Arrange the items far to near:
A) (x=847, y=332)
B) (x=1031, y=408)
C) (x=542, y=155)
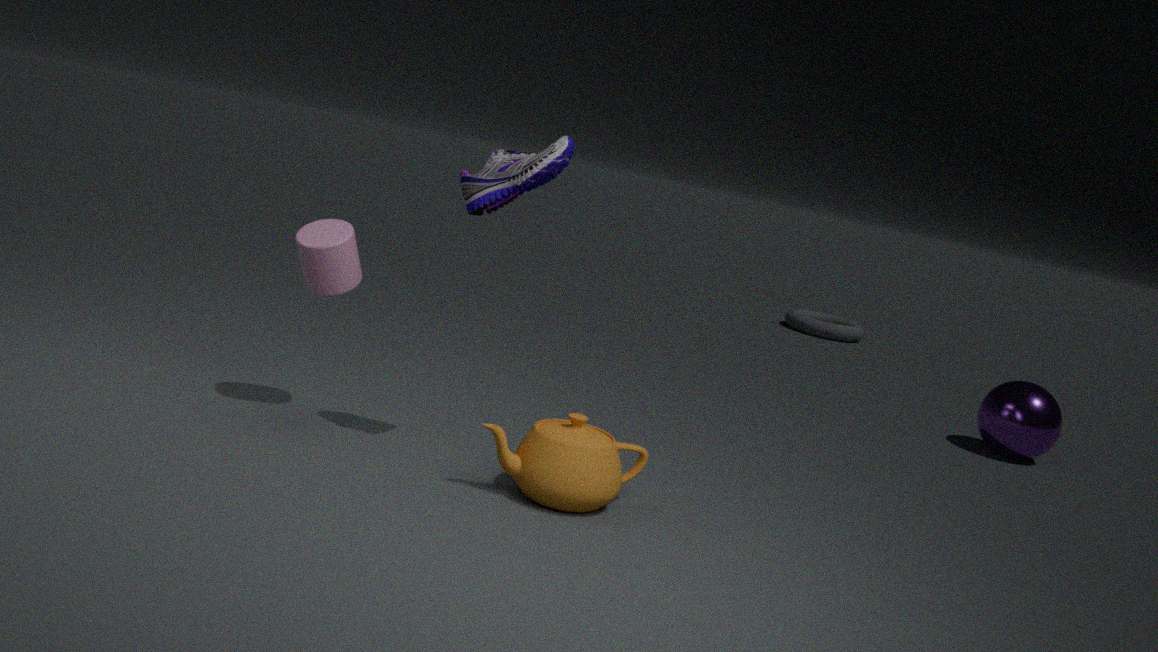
(x=847, y=332) → (x=1031, y=408) → (x=542, y=155)
